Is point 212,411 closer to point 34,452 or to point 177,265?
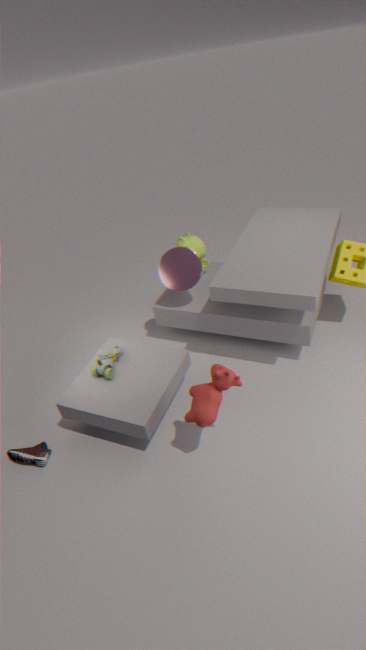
point 177,265
